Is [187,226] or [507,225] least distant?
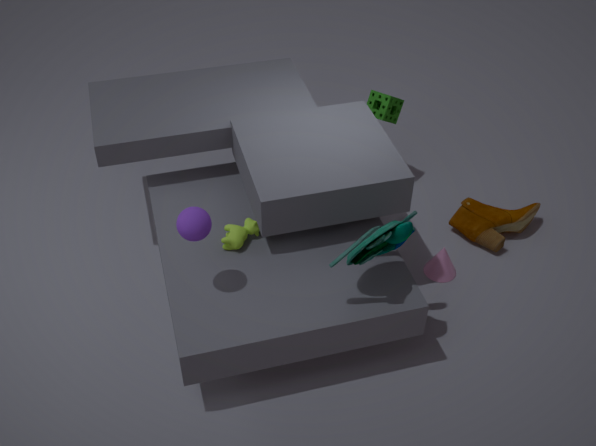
[187,226]
